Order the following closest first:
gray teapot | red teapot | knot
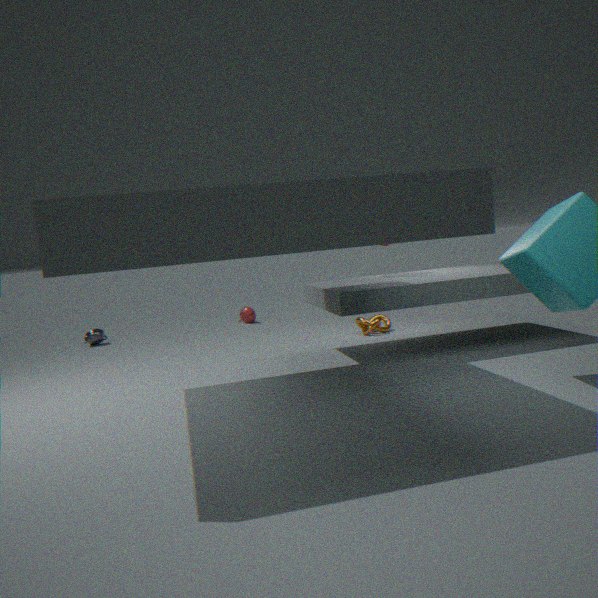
1. knot
2. gray teapot
3. red teapot
